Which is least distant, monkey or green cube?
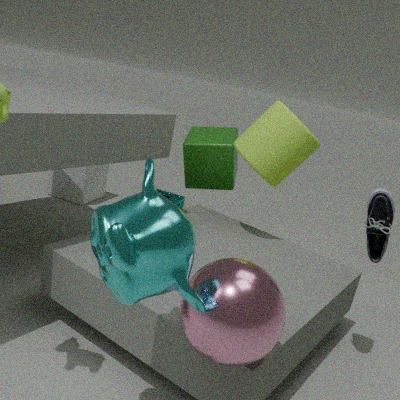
monkey
